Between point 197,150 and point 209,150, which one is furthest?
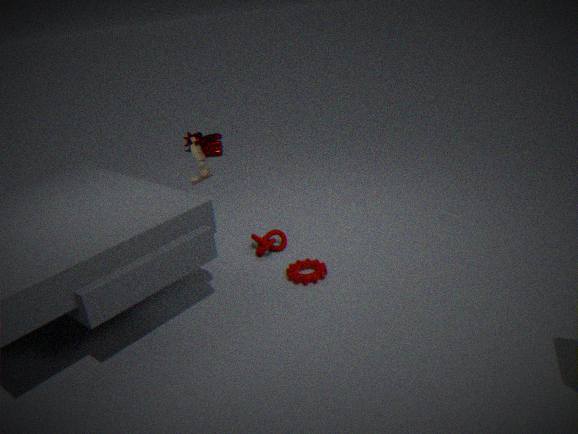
point 209,150
